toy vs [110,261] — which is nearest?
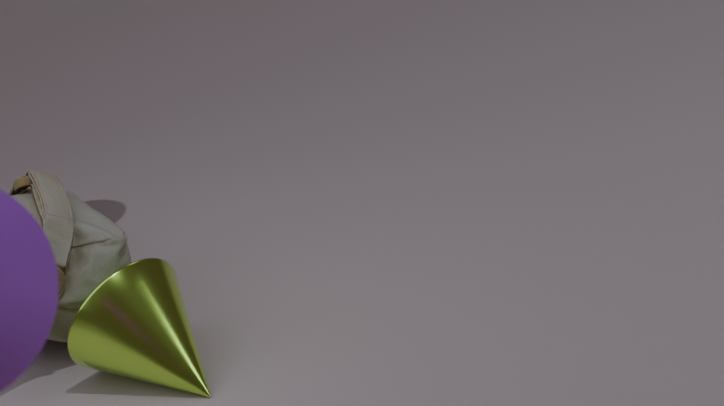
toy
